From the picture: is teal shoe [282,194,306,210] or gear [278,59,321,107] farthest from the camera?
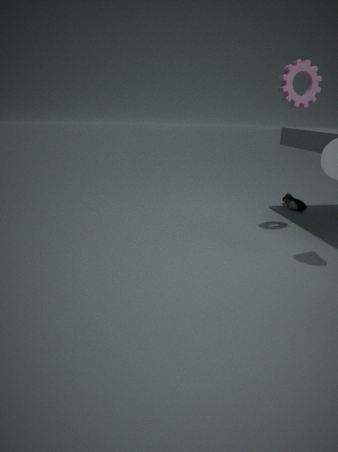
teal shoe [282,194,306,210]
